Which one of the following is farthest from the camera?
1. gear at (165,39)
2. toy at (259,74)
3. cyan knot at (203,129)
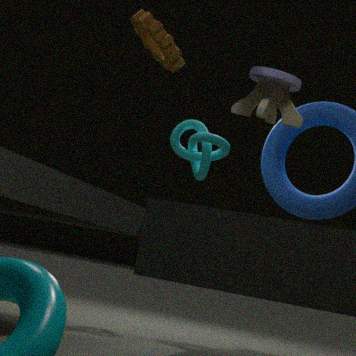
cyan knot at (203,129)
